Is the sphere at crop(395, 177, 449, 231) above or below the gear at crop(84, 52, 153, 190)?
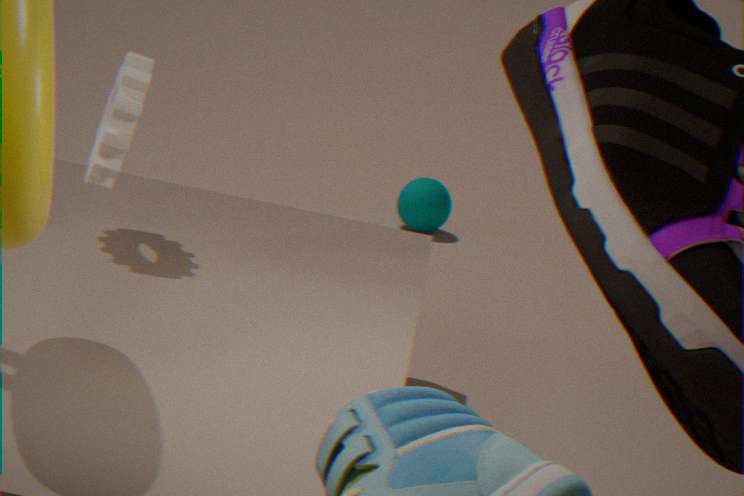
below
